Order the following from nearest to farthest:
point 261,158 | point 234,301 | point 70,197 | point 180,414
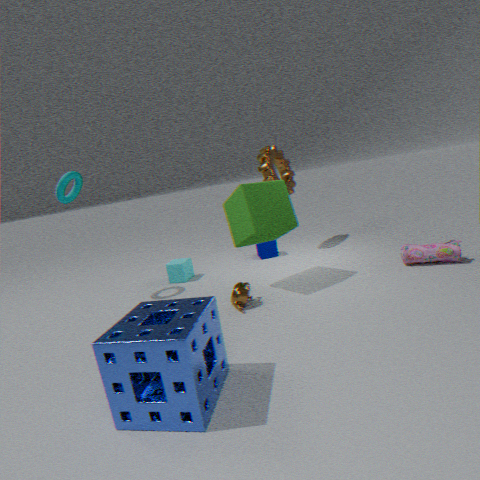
point 180,414 → point 234,301 → point 70,197 → point 261,158
